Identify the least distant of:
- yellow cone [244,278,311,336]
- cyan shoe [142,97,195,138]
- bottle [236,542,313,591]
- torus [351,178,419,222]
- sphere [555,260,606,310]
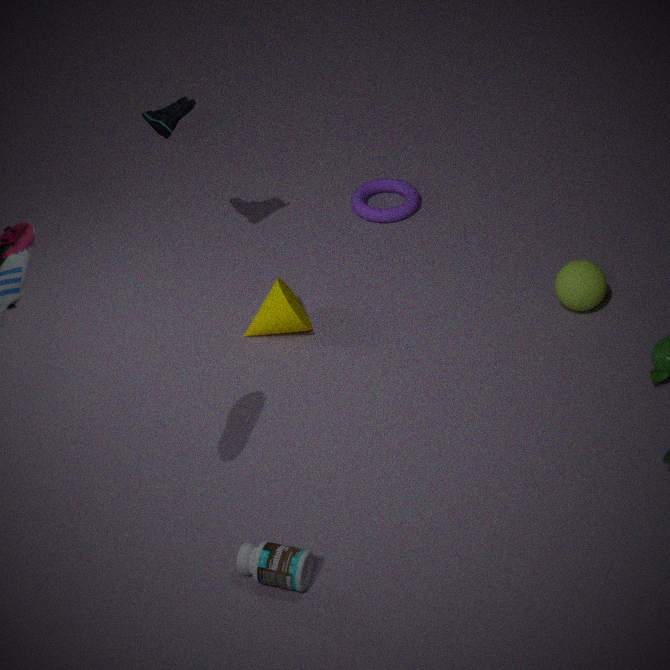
bottle [236,542,313,591]
